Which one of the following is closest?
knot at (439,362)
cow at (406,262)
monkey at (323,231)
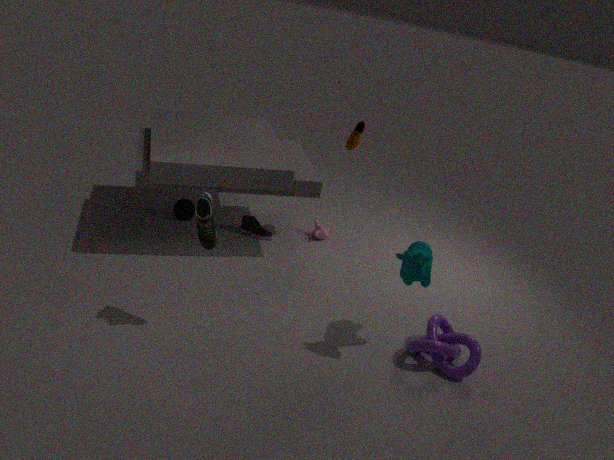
cow at (406,262)
